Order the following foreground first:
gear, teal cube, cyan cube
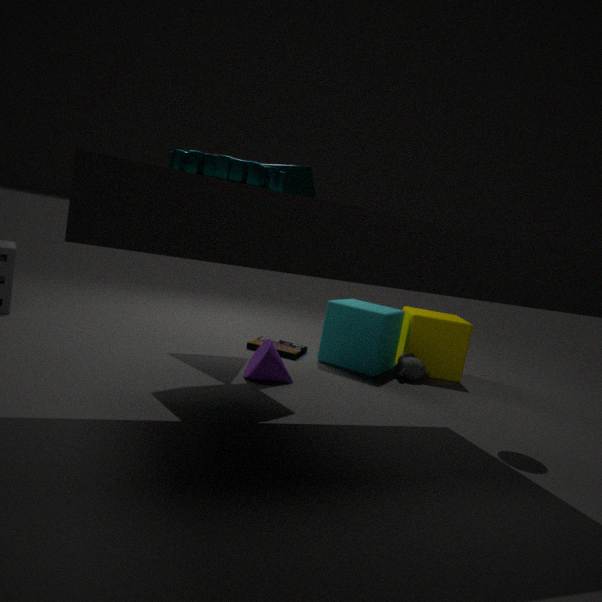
gear → teal cube → cyan cube
